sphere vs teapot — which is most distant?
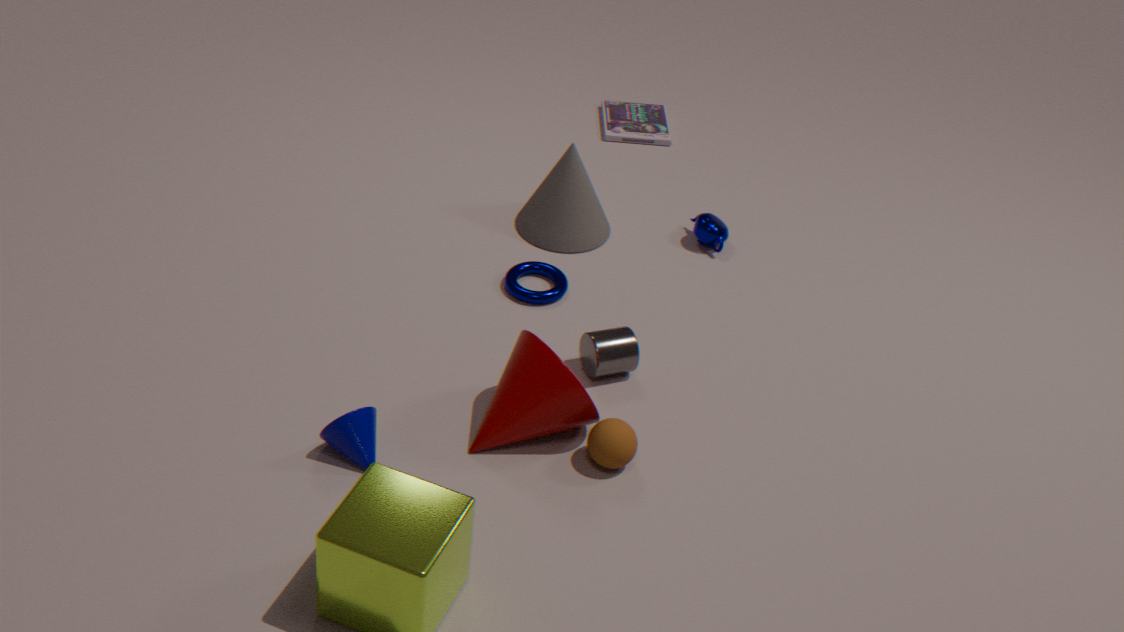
teapot
